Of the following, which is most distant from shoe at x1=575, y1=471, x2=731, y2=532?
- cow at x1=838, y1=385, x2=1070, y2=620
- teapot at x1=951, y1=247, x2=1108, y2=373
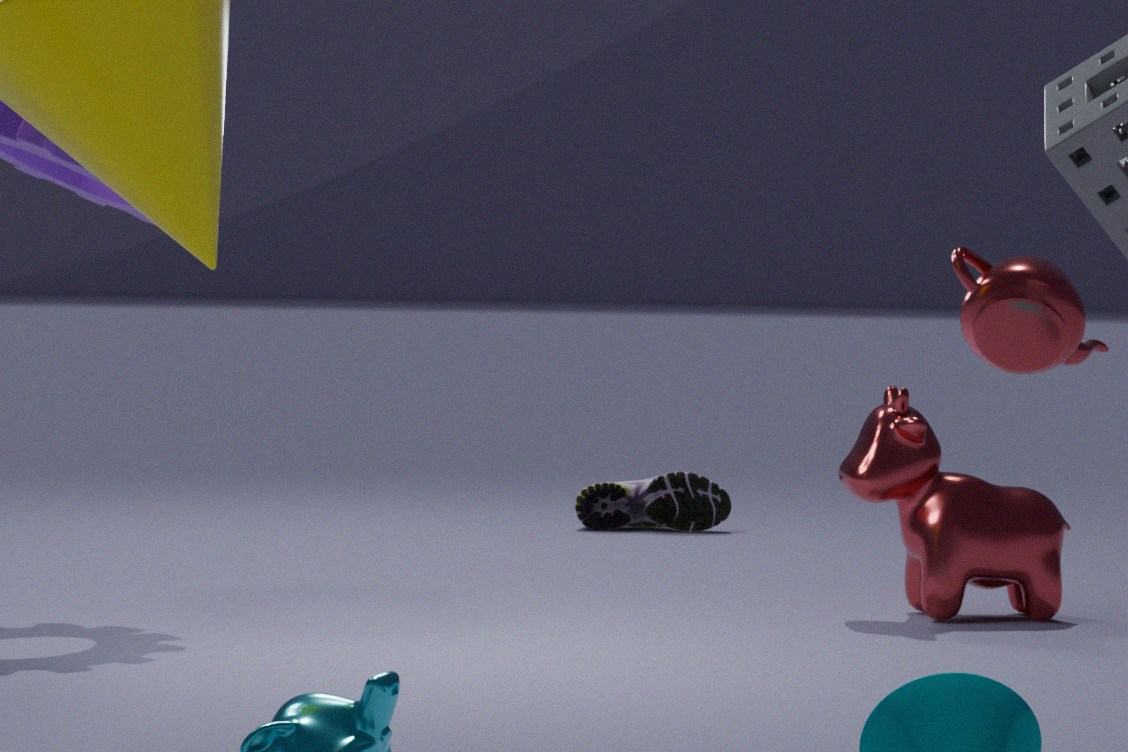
teapot at x1=951, y1=247, x2=1108, y2=373
